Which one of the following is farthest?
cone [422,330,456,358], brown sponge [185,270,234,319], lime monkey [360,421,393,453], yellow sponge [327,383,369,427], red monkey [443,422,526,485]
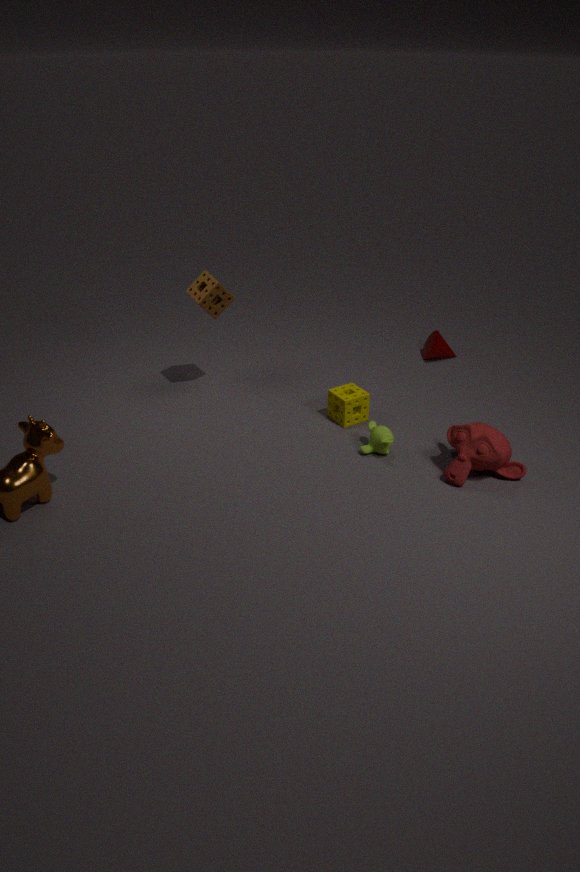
cone [422,330,456,358]
